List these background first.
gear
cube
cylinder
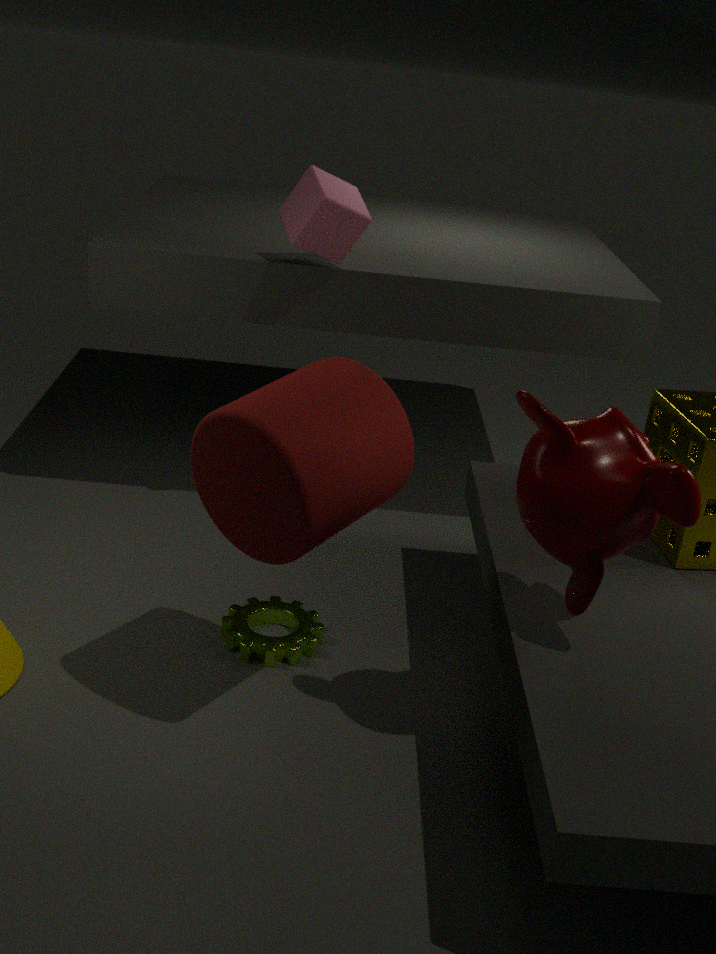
1. cube
2. gear
3. cylinder
